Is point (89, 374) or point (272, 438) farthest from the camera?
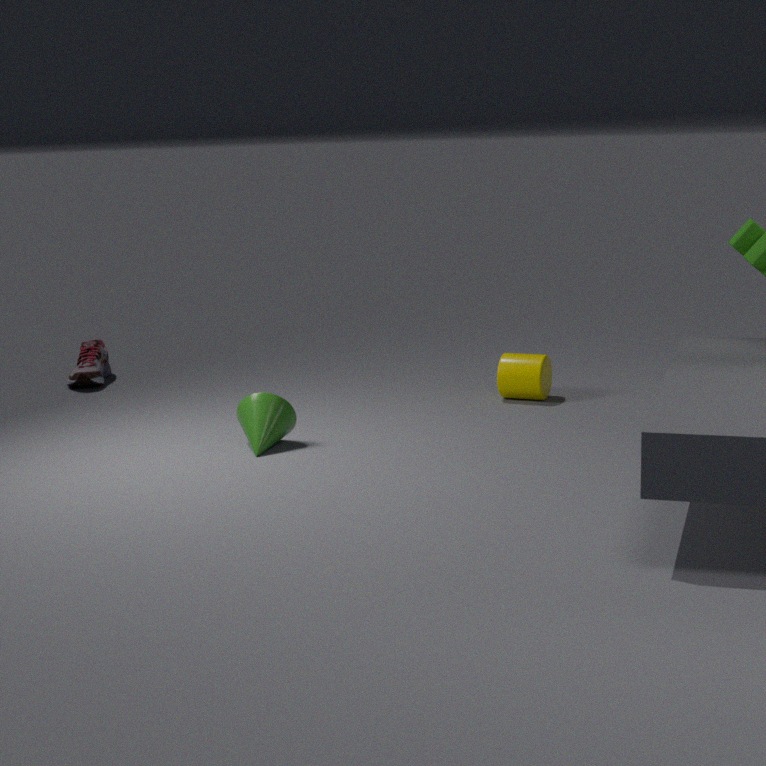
point (89, 374)
